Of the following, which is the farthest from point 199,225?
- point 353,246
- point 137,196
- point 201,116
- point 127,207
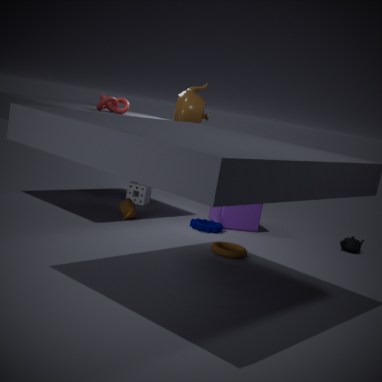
point 353,246
